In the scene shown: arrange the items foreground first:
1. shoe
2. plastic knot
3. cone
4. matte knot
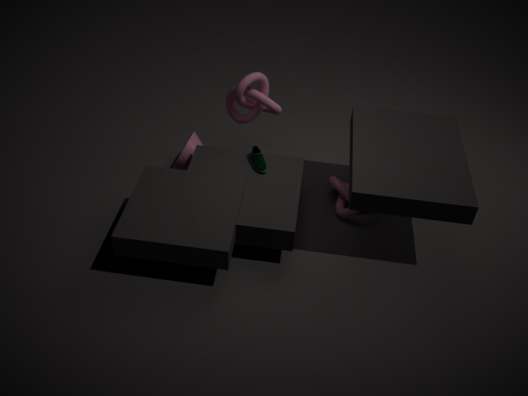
shoe → plastic knot → matte knot → cone
